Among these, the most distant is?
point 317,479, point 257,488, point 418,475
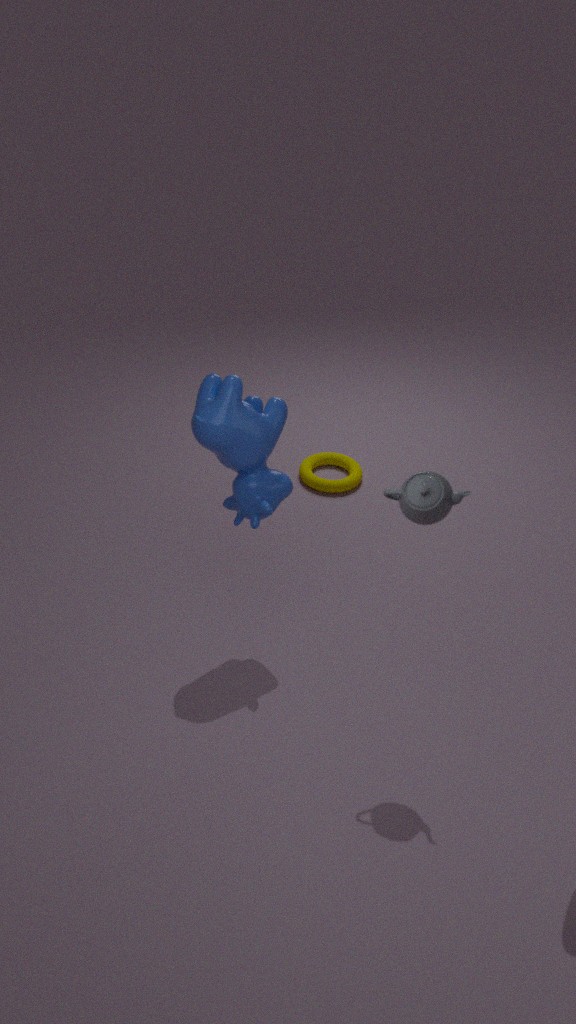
point 317,479
